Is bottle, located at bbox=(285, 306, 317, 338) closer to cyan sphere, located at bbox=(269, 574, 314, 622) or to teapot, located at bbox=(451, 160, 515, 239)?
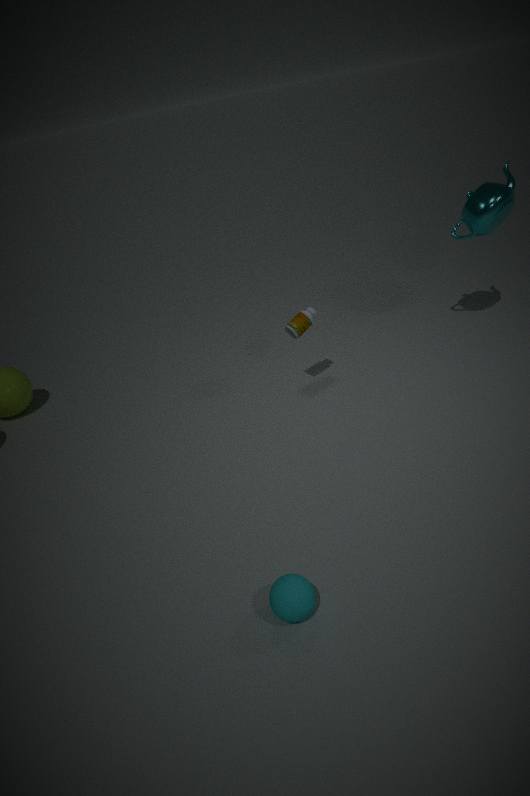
teapot, located at bbox=(451, 160, 515, 239)
